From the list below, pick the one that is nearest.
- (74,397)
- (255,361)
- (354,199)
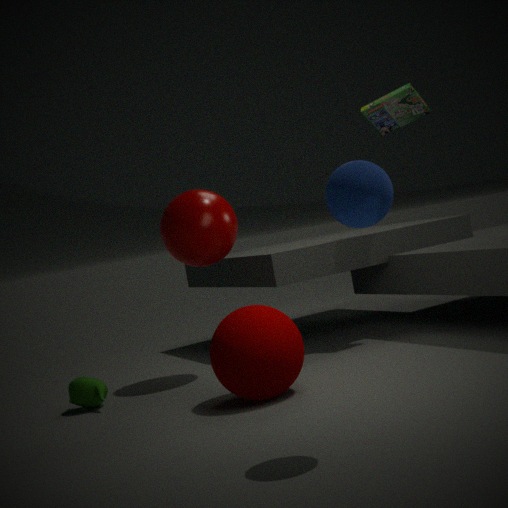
(354,199)
